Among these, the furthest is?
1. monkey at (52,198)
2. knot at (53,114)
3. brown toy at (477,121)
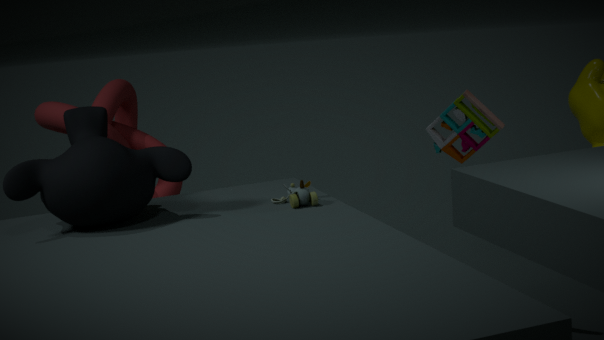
brown toy at (477,121)
